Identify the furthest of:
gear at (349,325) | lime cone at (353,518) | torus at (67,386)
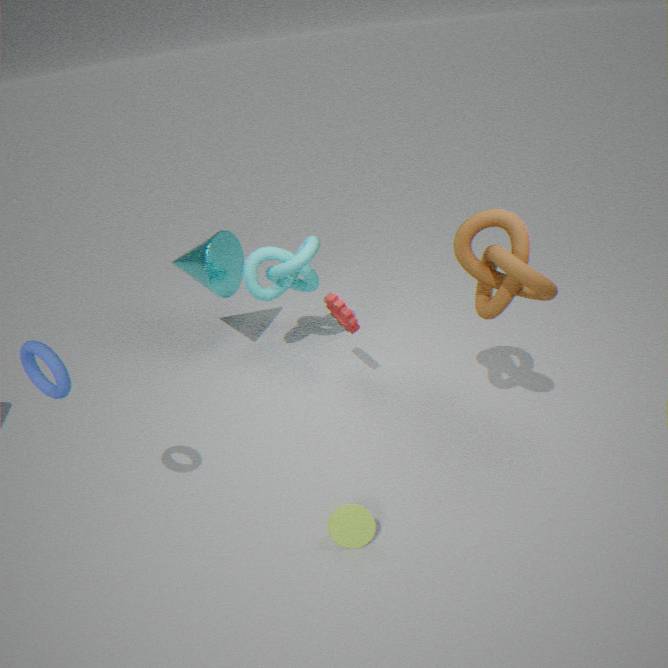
gear at (349,325)
